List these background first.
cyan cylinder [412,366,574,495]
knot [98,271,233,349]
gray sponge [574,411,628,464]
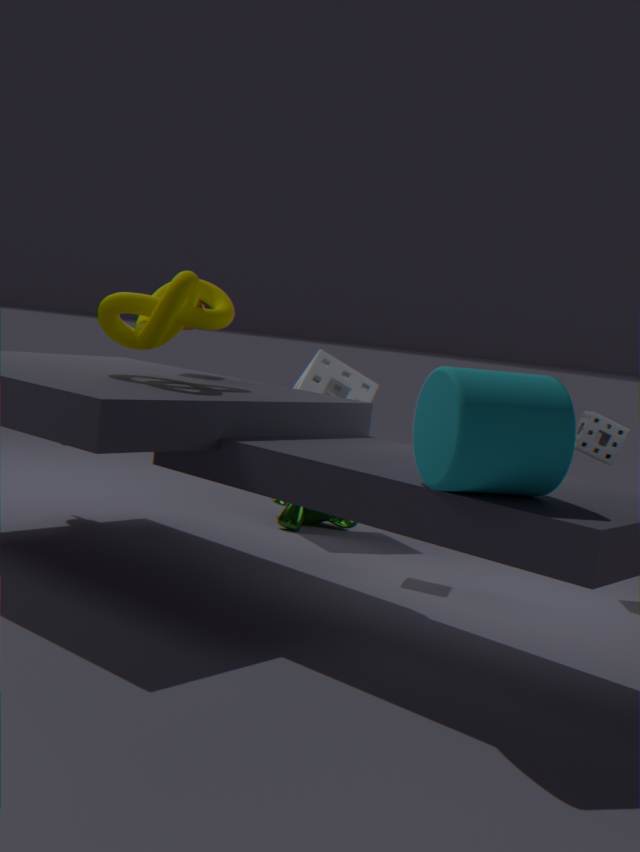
1. gray sponge [574,411,628,464]
2. knot [98,271,233,349]
3. cyan cylinder [412,366,574,495]
